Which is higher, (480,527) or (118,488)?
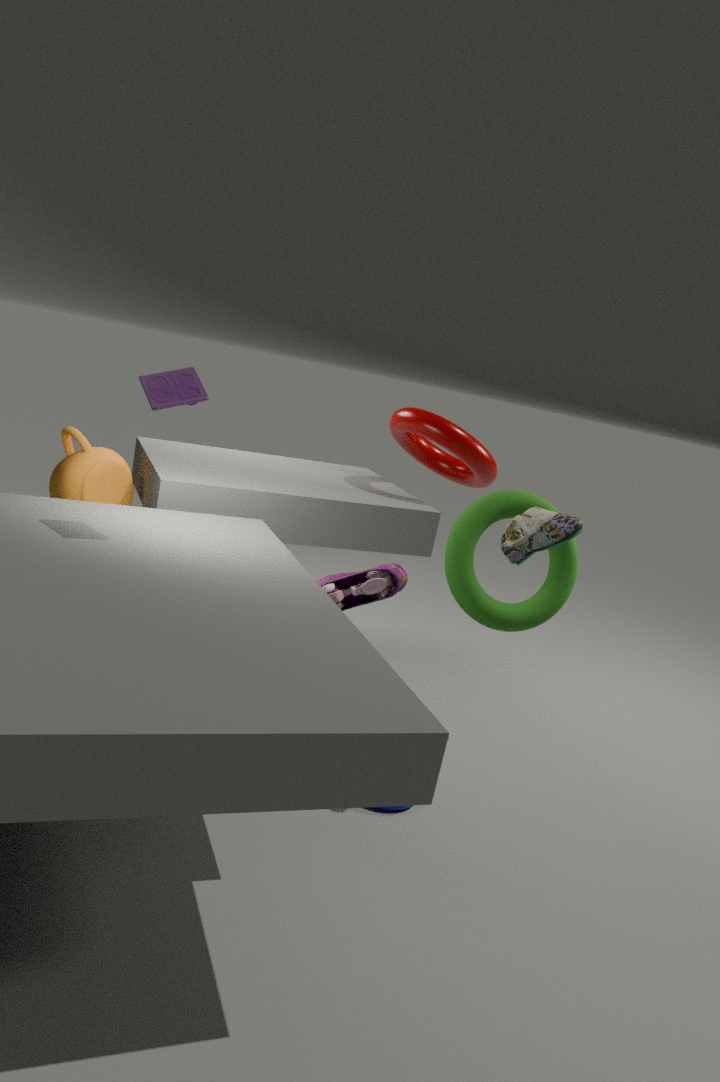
(480,527)
